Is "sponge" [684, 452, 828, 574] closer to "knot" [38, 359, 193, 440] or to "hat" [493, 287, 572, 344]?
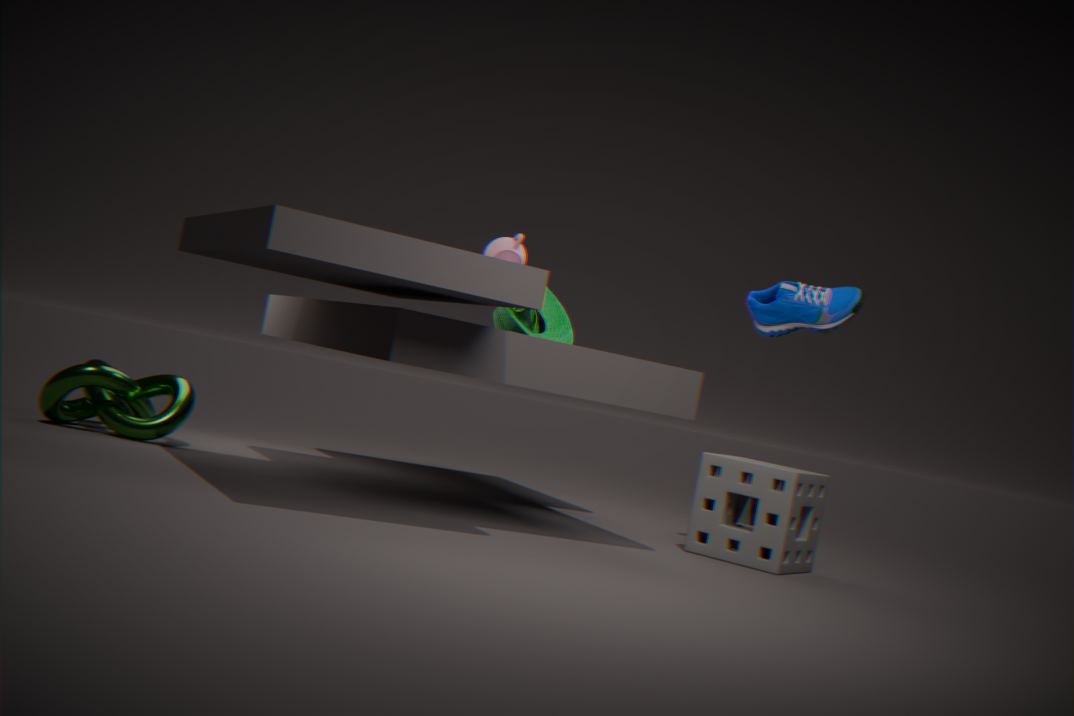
"hat" [493, 287, 572, 344]
